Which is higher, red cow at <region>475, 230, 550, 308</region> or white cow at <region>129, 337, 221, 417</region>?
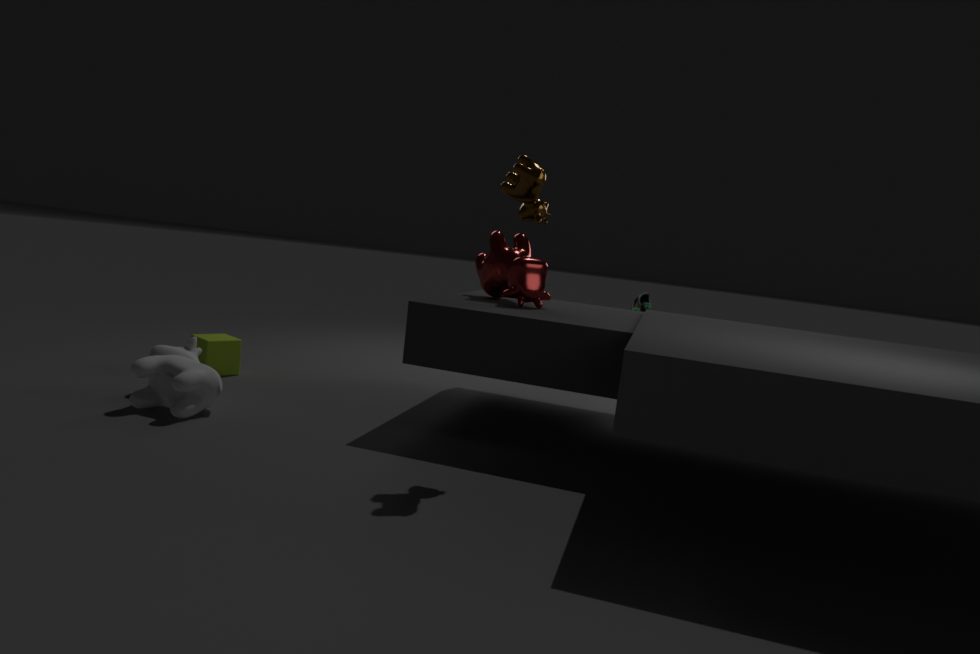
red cow at <region>475, 230, 550, 308</region>
